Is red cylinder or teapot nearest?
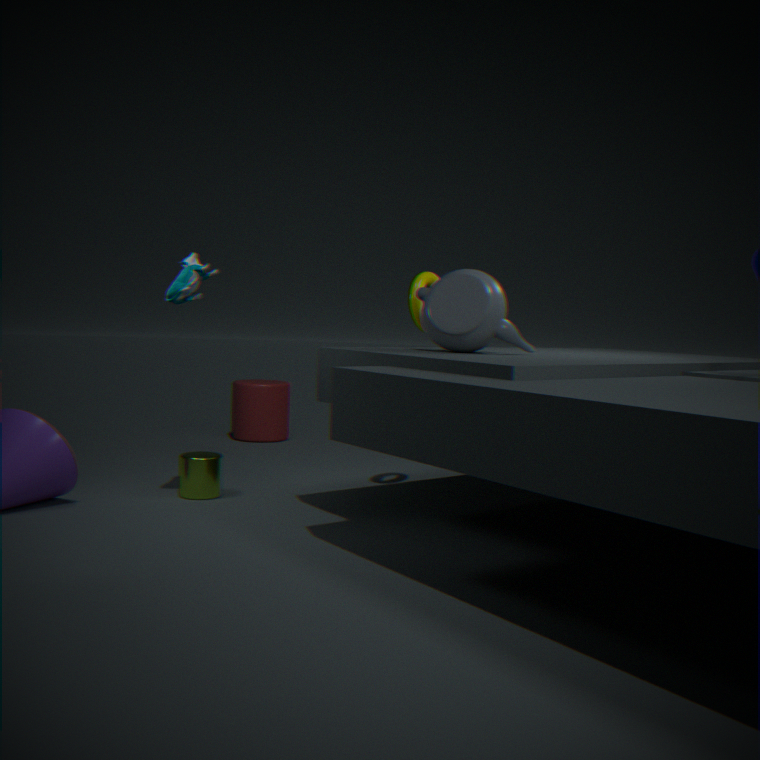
teapot
